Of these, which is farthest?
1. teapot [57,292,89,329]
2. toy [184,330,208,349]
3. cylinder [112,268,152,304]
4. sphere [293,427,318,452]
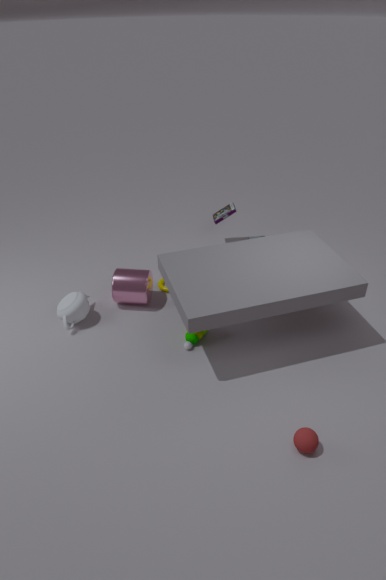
cylinder [112,268,152,304]
